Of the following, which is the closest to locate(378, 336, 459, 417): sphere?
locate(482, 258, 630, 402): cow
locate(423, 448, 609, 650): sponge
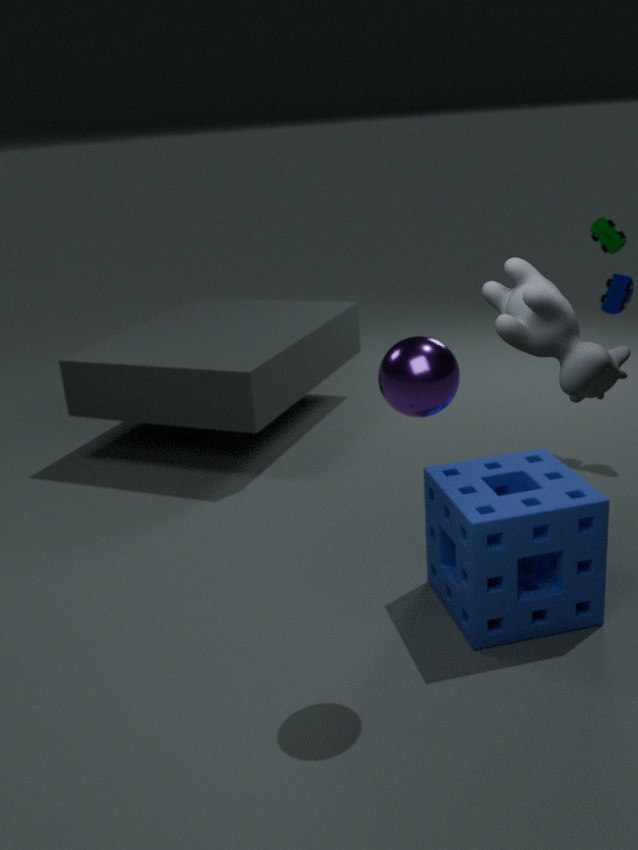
locate(423, 448, 609, 650): sponge
